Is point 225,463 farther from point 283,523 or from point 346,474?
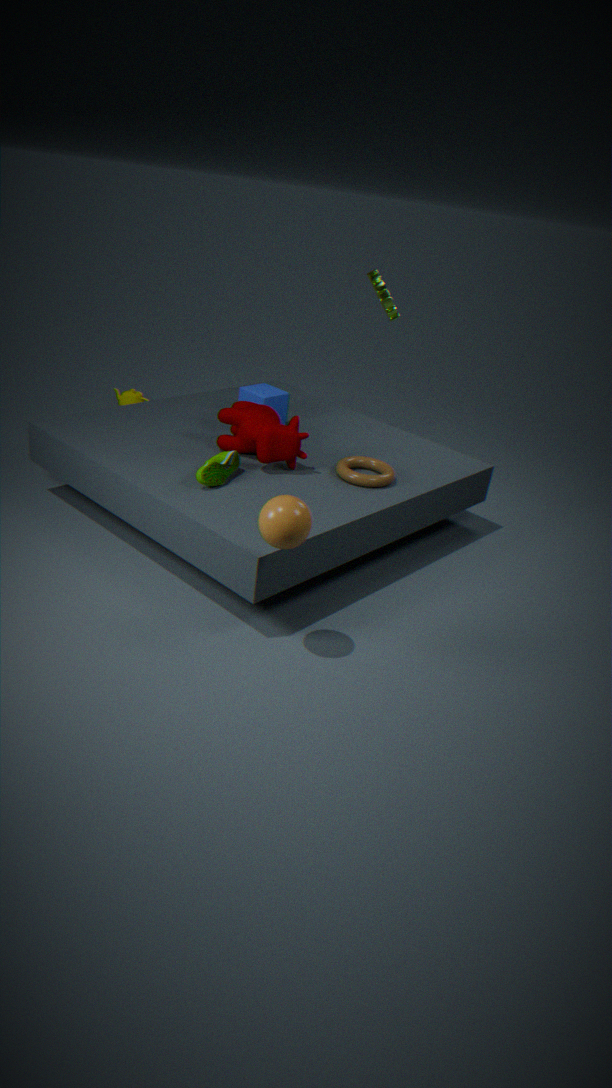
point 283,523
